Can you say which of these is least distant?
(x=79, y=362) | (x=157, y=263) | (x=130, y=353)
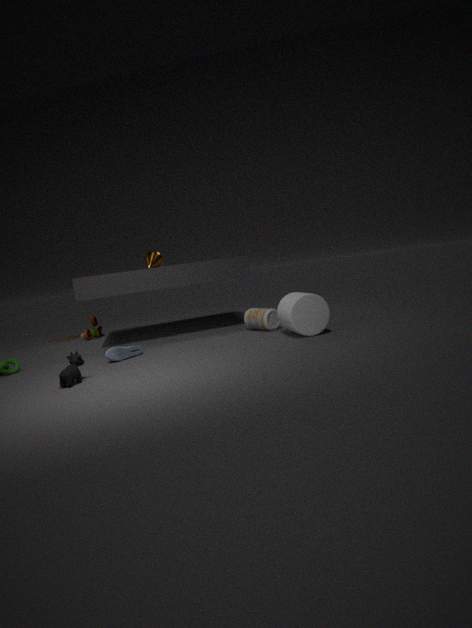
(x=79, y=362)
